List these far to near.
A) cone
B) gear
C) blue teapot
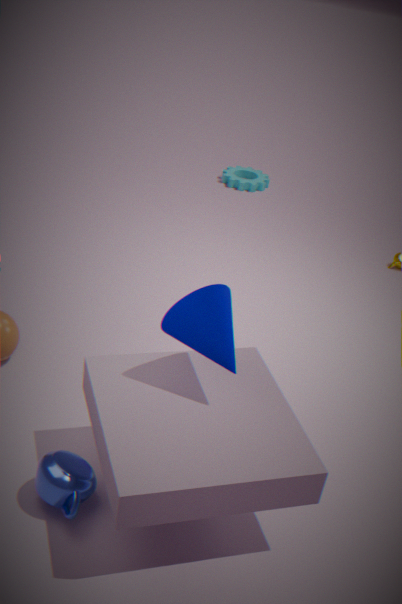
1. gear
2. cone
3. blue teapot
